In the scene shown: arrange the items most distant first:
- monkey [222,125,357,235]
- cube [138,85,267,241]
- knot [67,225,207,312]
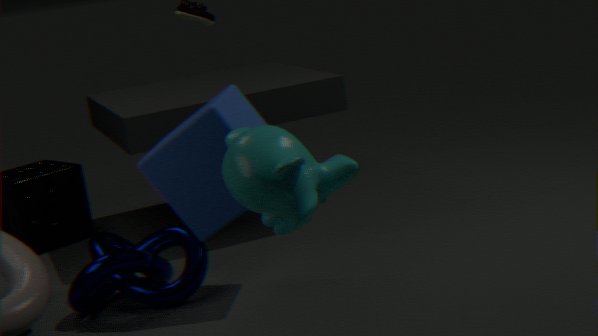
knot [67,225,207,312] < cube [138,85,267,241] < monkey [222,125,357,235]
